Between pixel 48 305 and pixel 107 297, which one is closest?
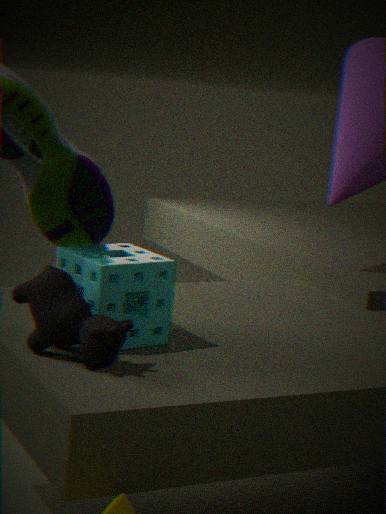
pixel 48 305
